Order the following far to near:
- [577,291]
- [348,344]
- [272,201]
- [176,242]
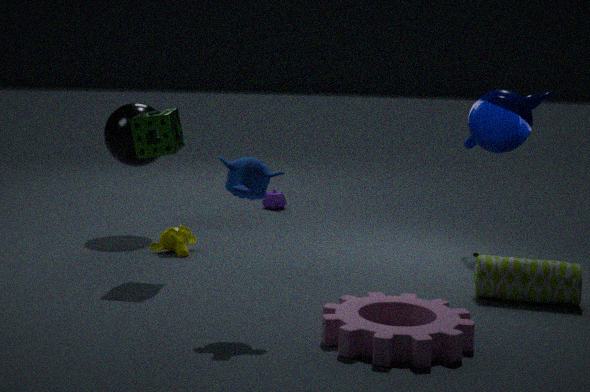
[272,201] < [176,242] < [577,291] < [348,344]
